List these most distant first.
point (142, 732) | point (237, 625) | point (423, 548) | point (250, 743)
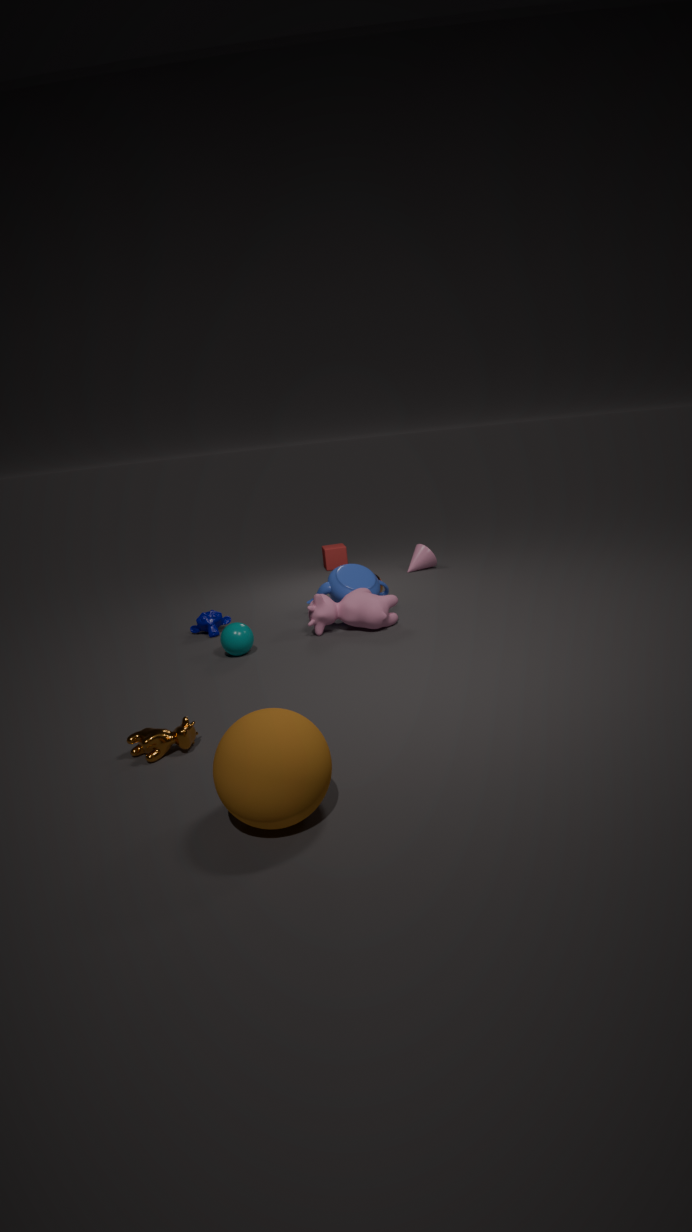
point (423, 548) → point (237, 625) → point (142, 732) → point (250, 743)
